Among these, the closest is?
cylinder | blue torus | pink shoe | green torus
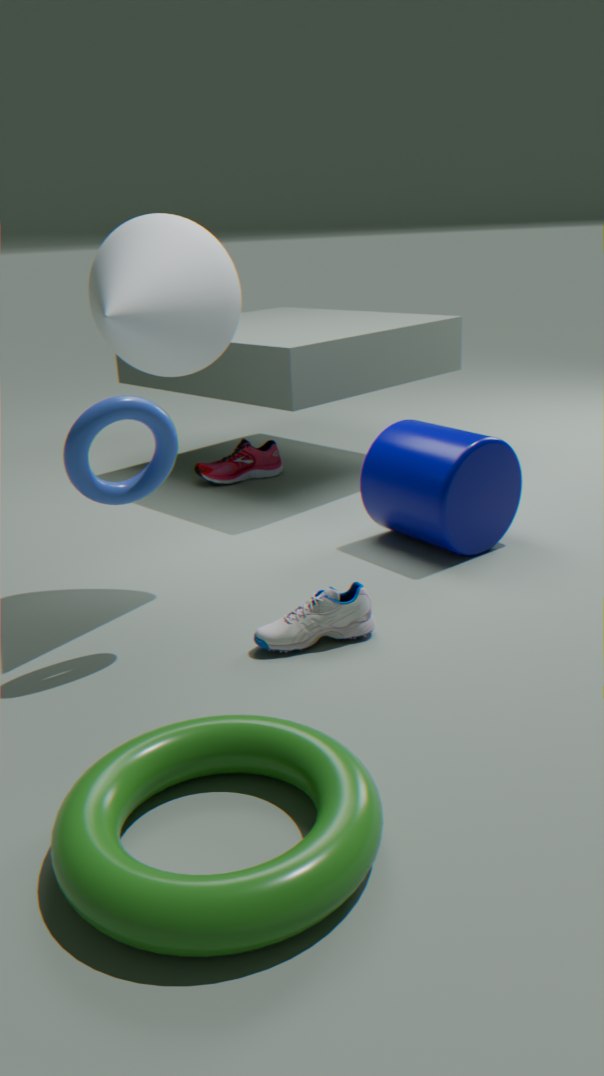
green torus
